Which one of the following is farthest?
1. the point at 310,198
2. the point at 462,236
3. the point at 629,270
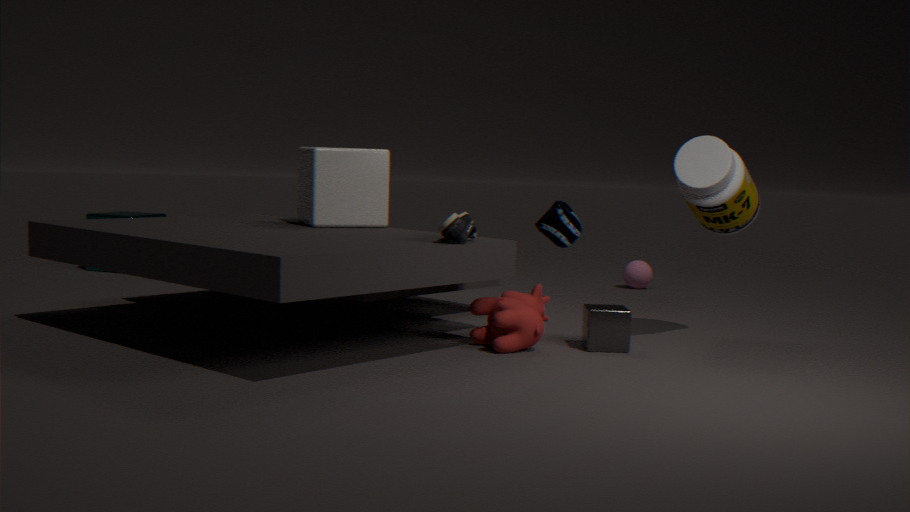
the point at 629,270
